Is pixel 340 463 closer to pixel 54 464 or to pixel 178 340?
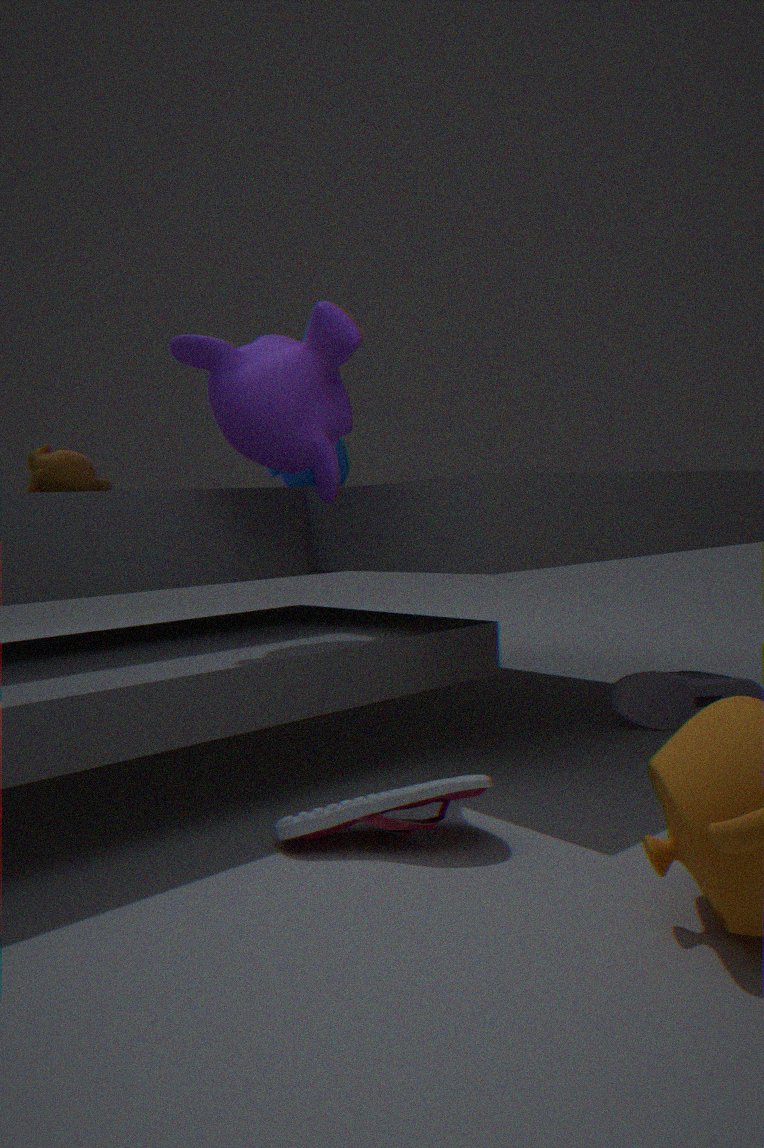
pixel 54 464
